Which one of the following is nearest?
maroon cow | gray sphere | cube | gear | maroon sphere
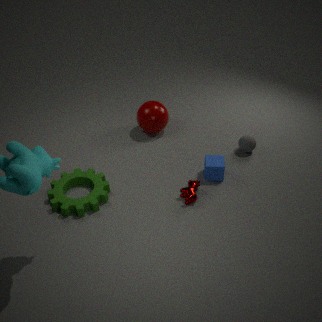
gear
